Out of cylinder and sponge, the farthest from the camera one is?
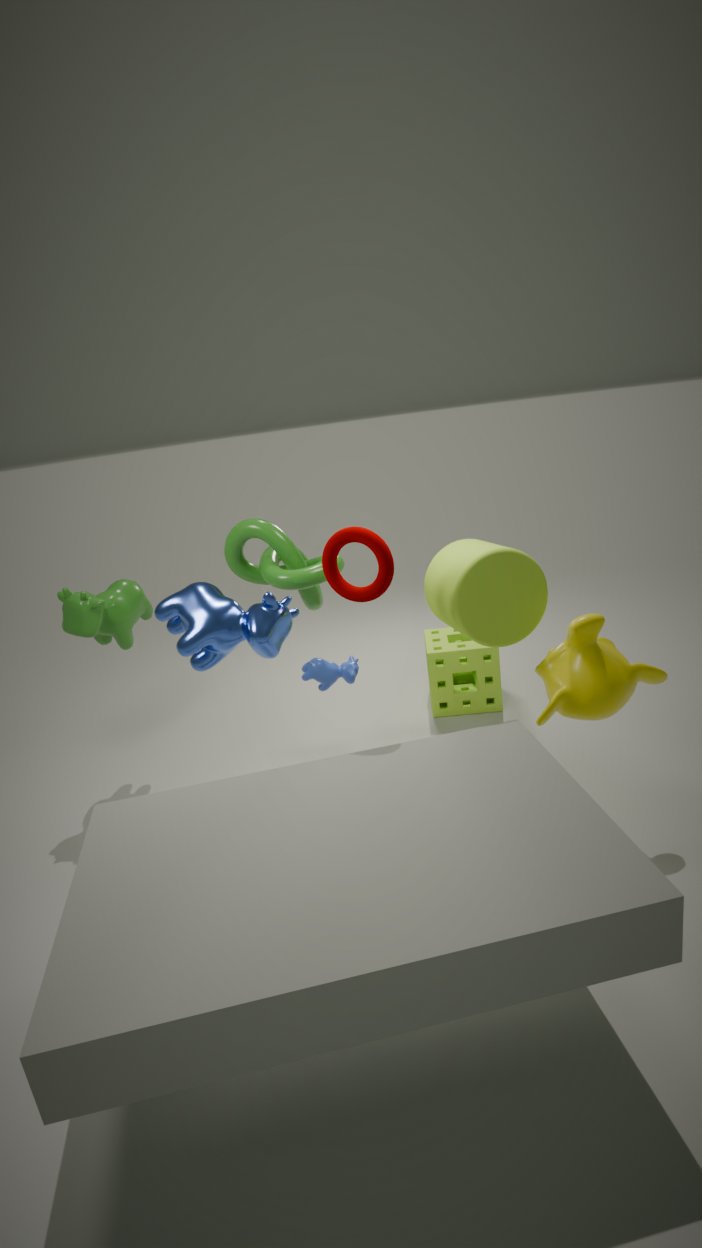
sponge
